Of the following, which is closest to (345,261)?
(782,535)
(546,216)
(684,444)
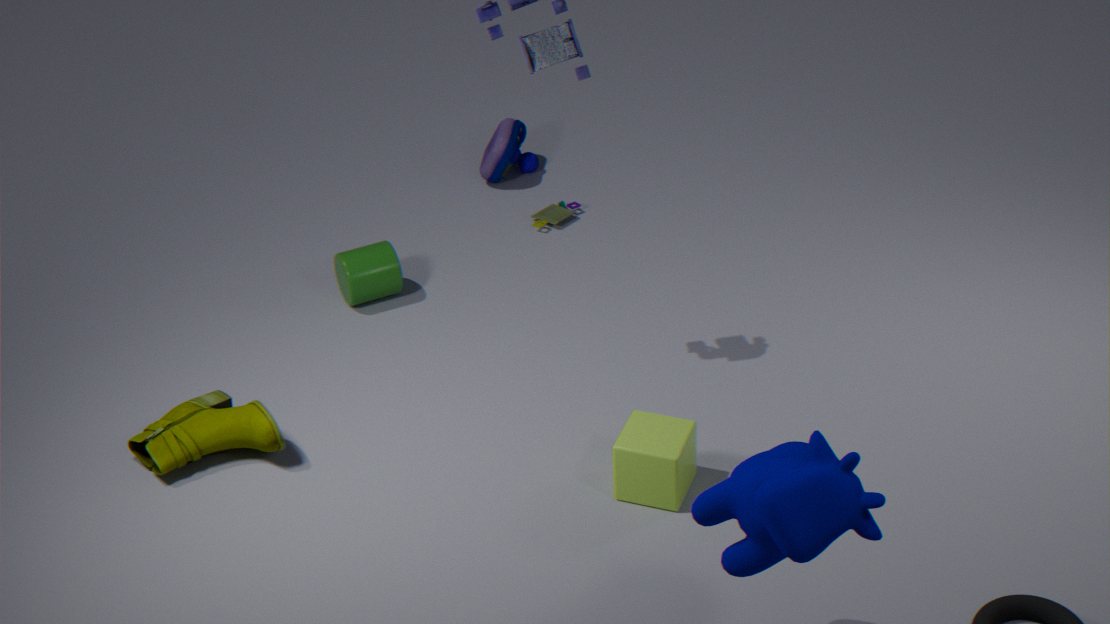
(546,216)
